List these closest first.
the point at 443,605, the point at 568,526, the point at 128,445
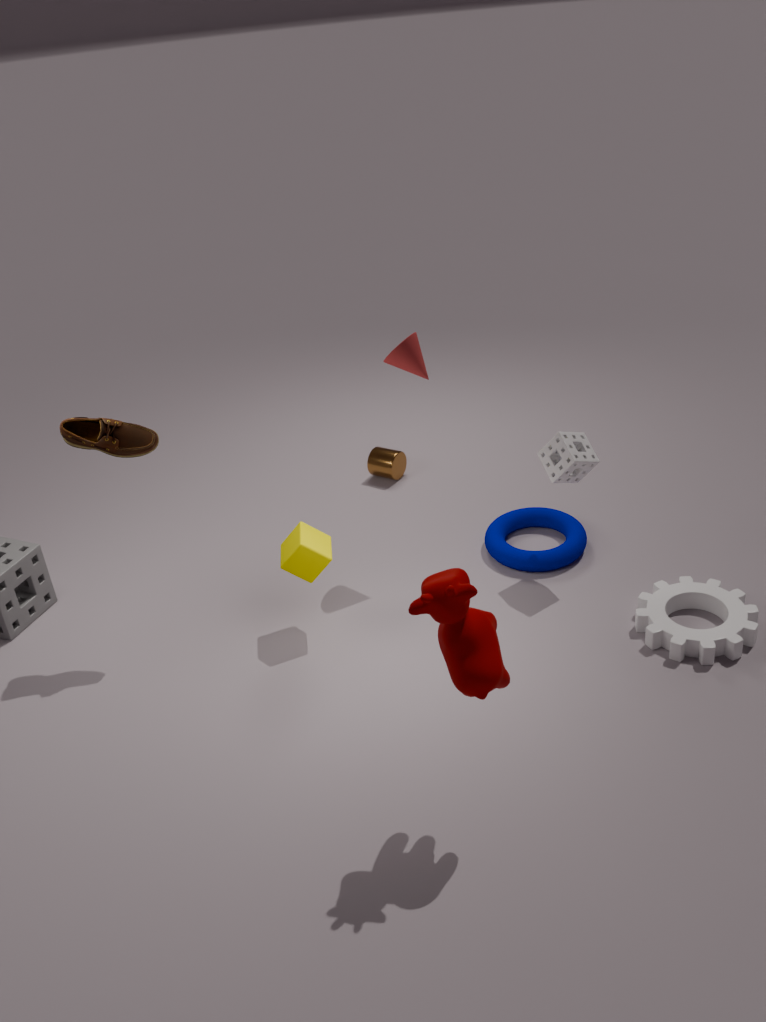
the point at 443,605, the point at 128,445, the point at 568,526
